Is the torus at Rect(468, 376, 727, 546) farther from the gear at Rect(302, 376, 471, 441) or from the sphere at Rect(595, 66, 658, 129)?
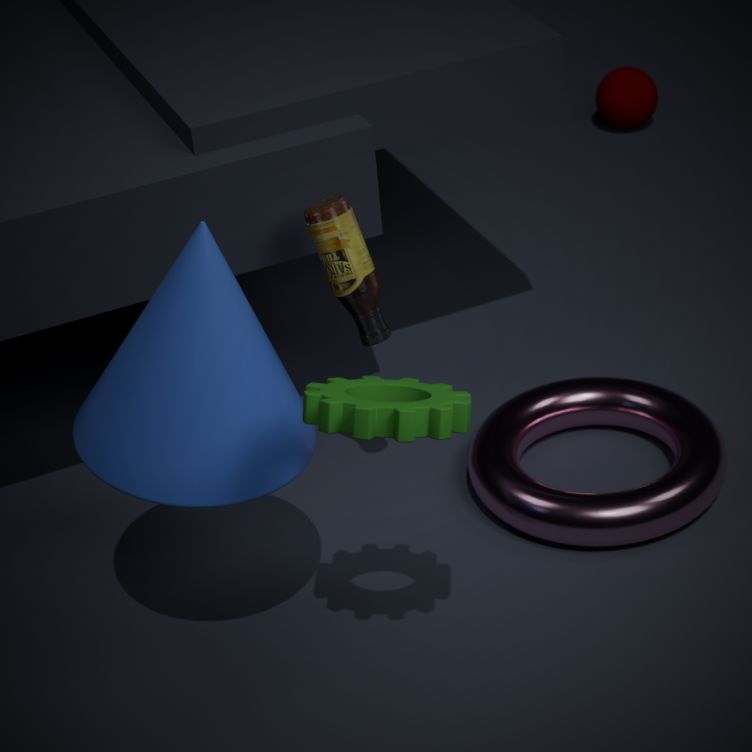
the sphere at Rect(595, 66, 658, 129)
